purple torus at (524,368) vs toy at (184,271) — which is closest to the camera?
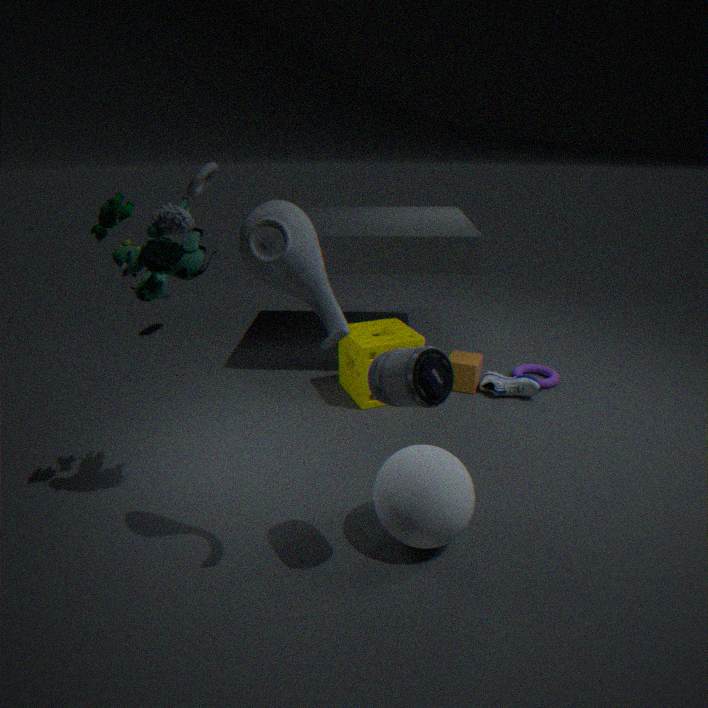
toy at (184,271)
